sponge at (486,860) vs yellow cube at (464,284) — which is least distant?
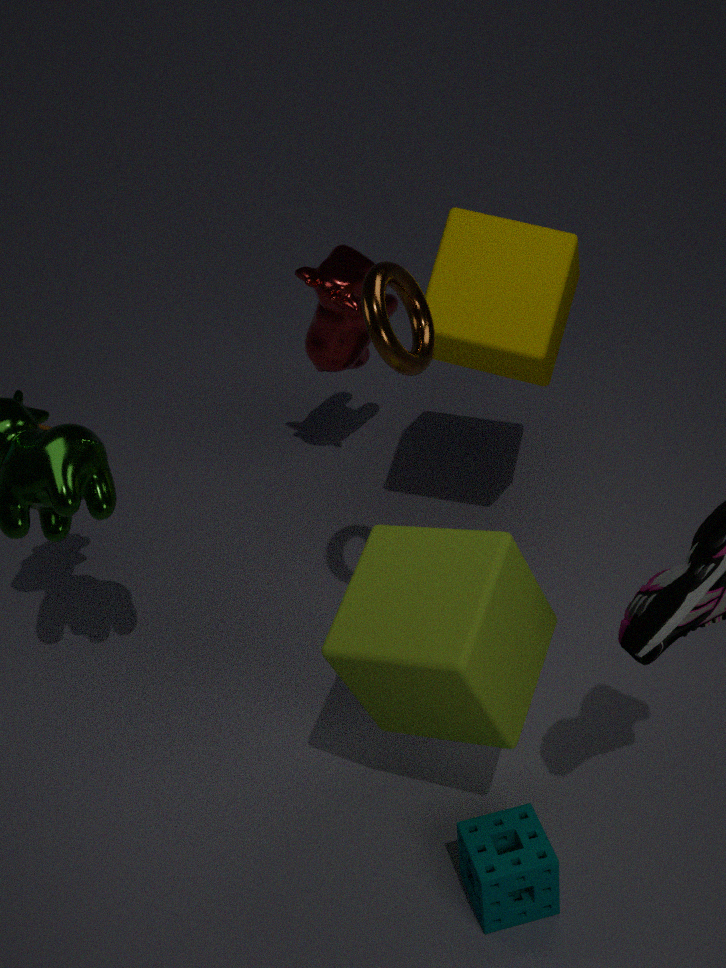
sponge at (486,860)
